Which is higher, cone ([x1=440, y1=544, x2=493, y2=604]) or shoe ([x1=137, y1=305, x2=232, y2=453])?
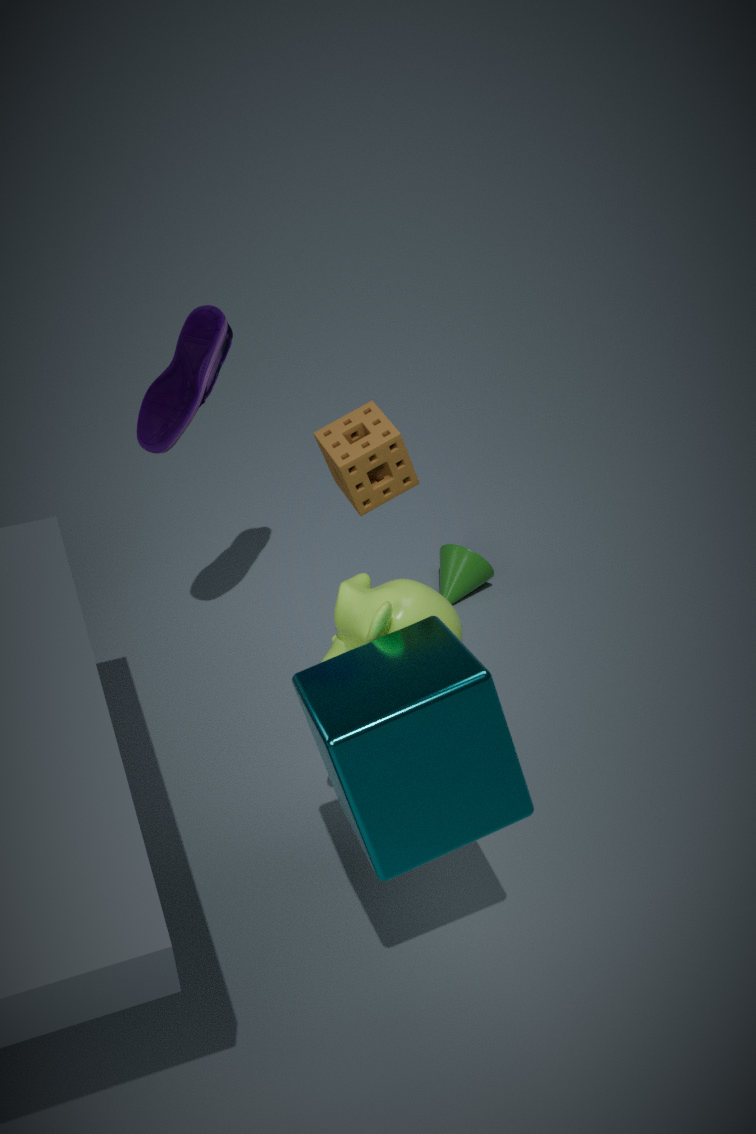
shoe ([x1=137, y1=305, x2=232, y2=453])
